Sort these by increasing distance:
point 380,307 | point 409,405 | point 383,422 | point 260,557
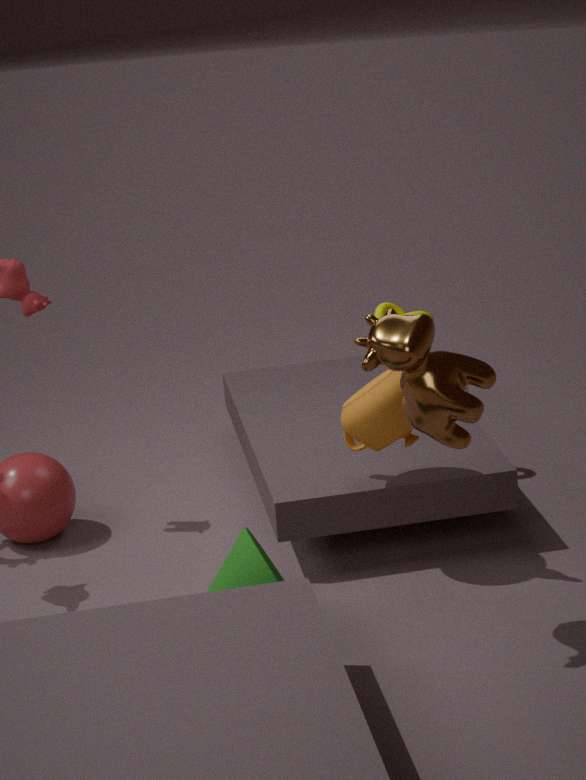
point 409,405
point 260,557
point 383,422
point 380,307
